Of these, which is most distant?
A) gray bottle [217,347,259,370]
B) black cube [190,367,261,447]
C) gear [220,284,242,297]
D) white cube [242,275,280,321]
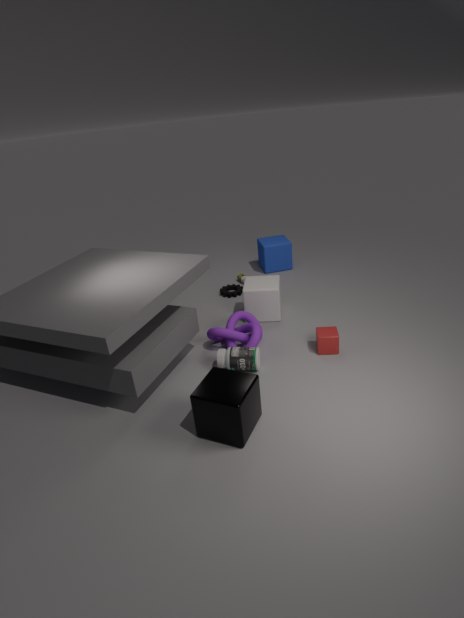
gear [220,284,242,297]
